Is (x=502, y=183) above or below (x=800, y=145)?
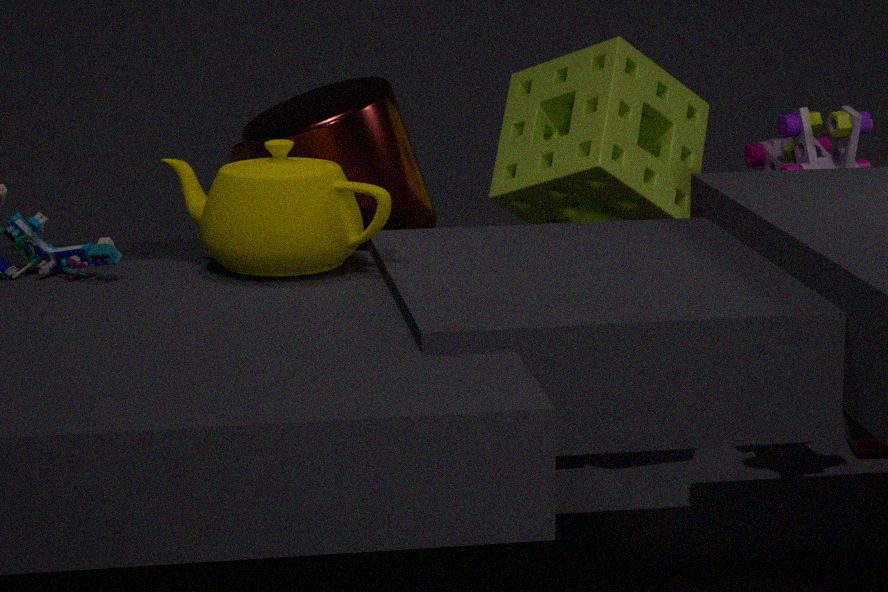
above
